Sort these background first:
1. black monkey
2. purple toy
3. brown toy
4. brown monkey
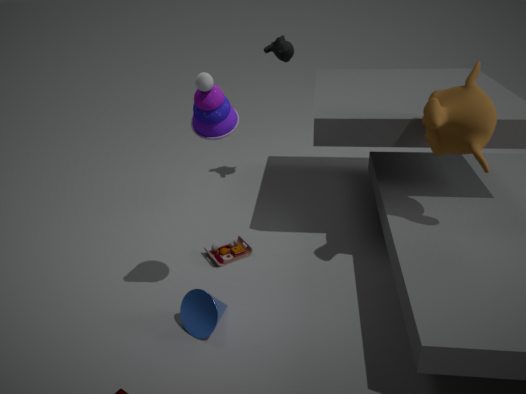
black monkey < brown toy < brown monkey < purple toy
